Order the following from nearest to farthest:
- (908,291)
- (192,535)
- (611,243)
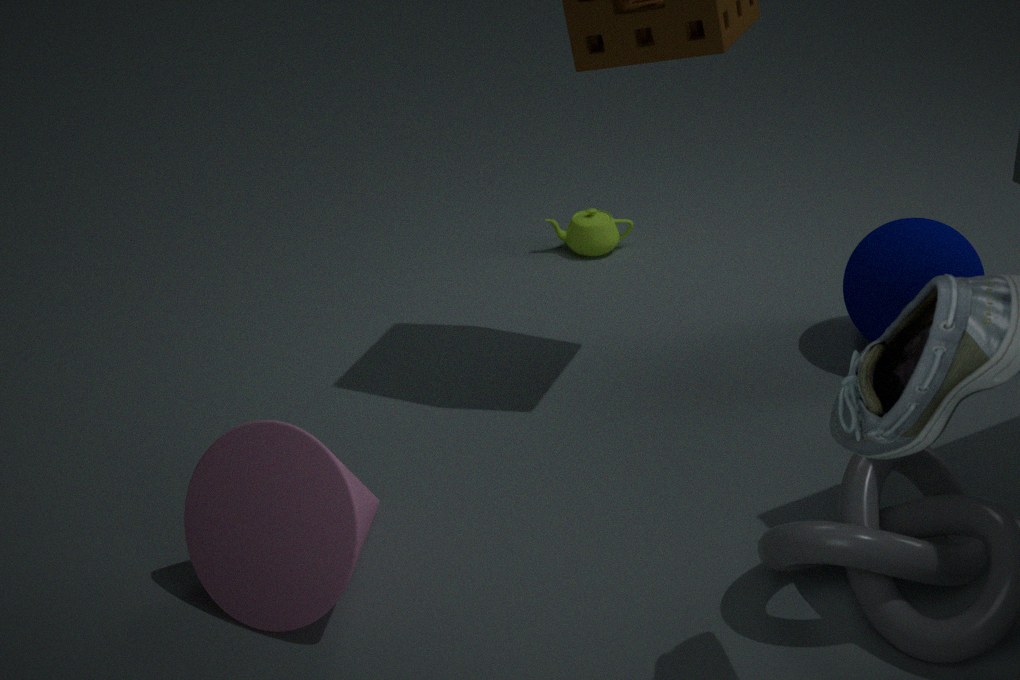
1. (192,535)
2. (908,291)
3. (611,243)
